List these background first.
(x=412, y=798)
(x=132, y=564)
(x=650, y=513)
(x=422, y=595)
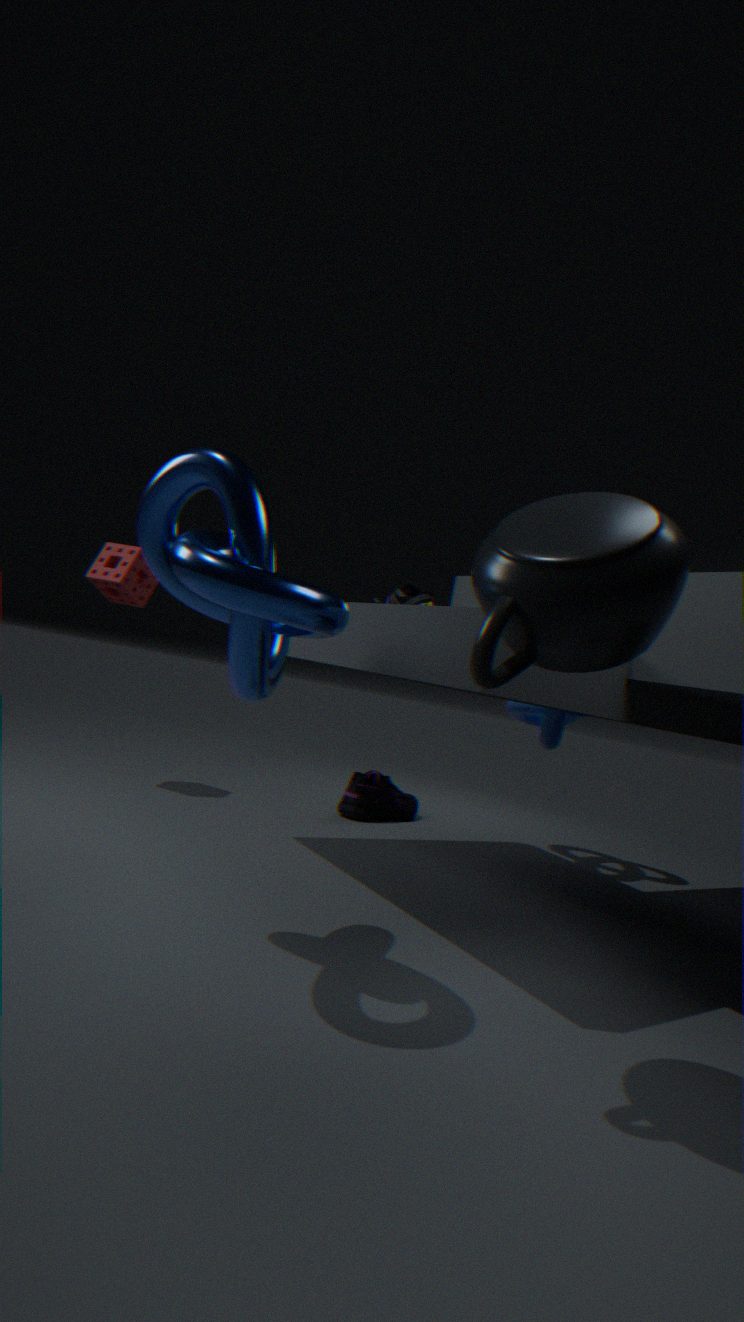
1. (x=412, y=798)
2. (x=132, y=564)
3. (x=422, y=595)
4. (x=650, y=513)
